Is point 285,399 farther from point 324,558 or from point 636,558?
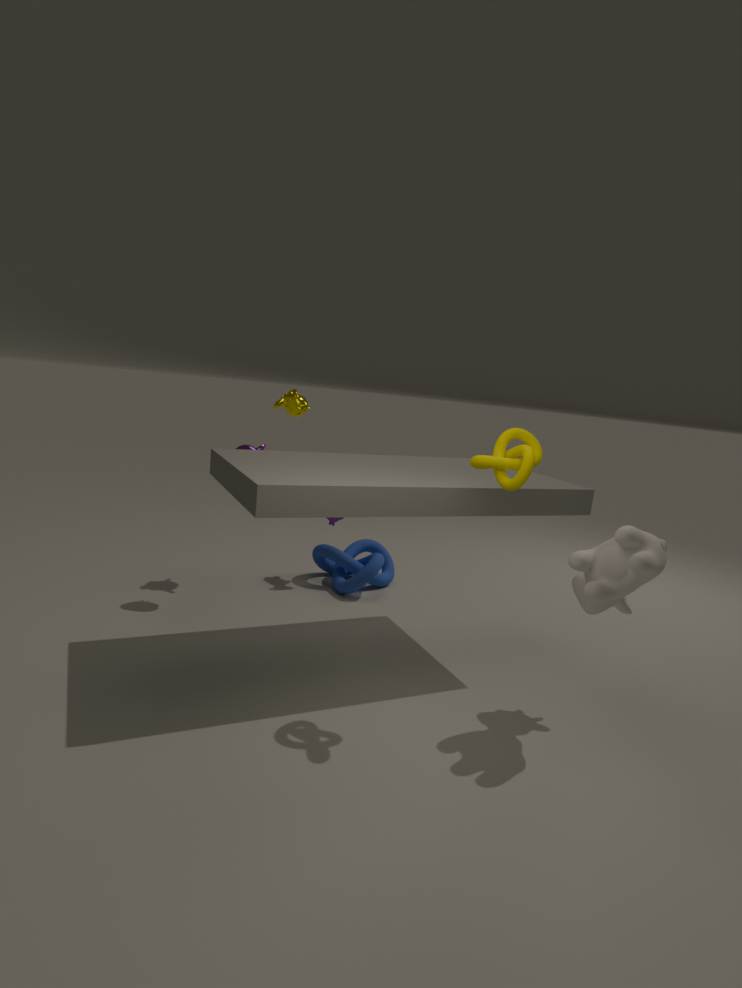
point 636,558
